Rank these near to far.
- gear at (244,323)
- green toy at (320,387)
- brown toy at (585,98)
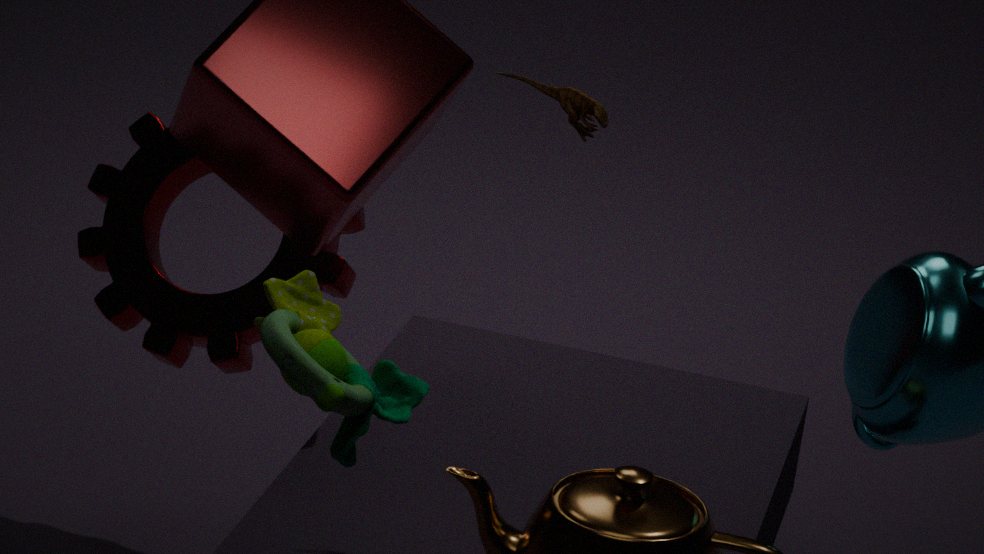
green toy at (320,387) → brown toy at (585,98) → gear at (244,323)
